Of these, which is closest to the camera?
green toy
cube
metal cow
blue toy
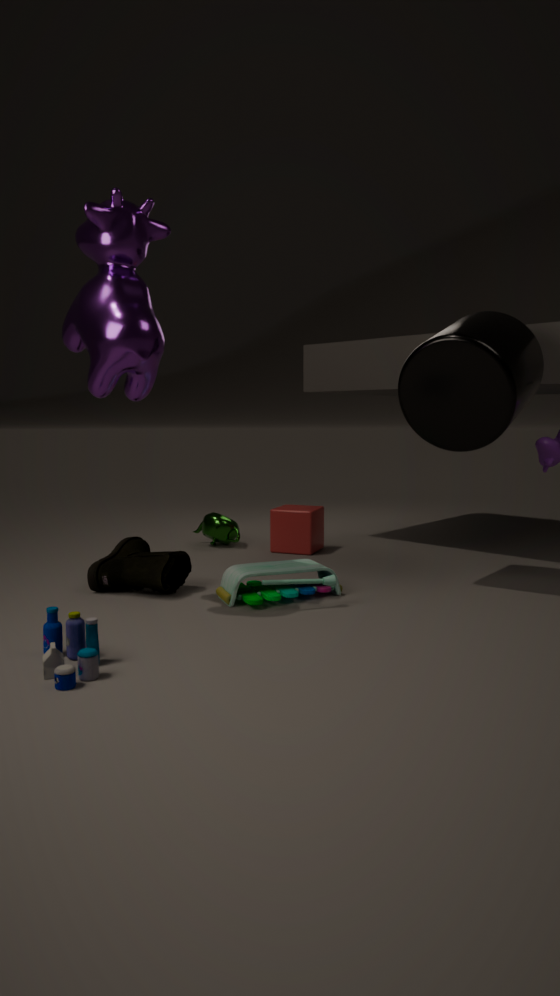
blue toy
